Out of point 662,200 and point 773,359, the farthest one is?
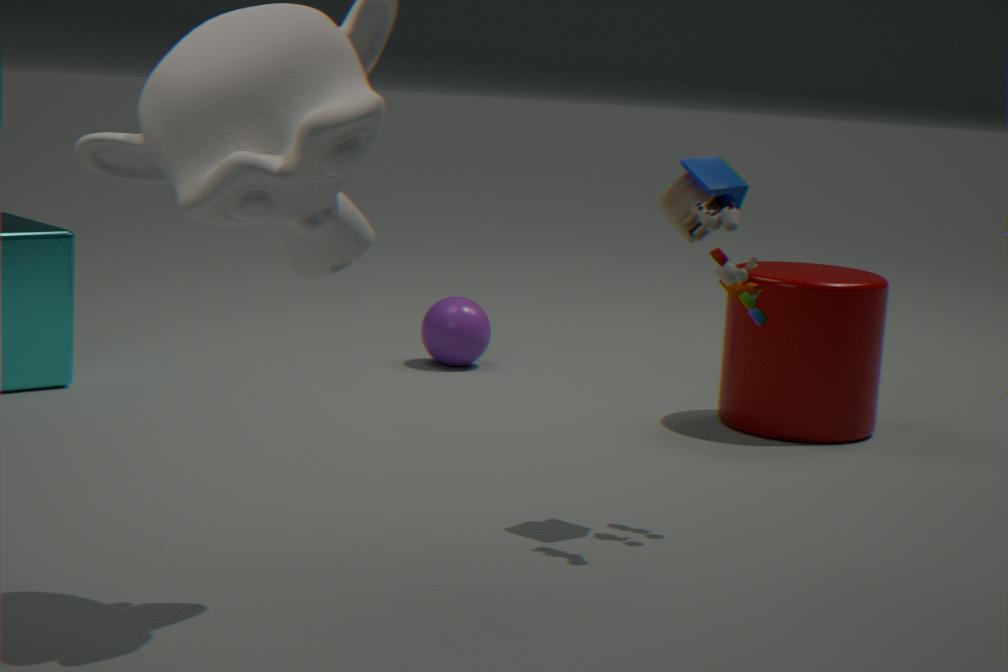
point 773,359
